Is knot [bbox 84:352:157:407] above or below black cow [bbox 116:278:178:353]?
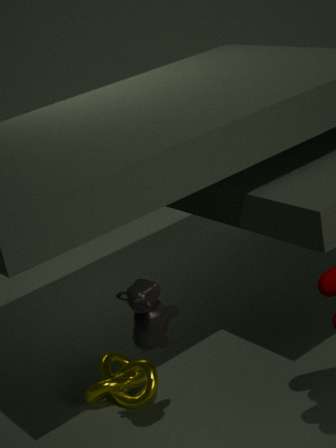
below
